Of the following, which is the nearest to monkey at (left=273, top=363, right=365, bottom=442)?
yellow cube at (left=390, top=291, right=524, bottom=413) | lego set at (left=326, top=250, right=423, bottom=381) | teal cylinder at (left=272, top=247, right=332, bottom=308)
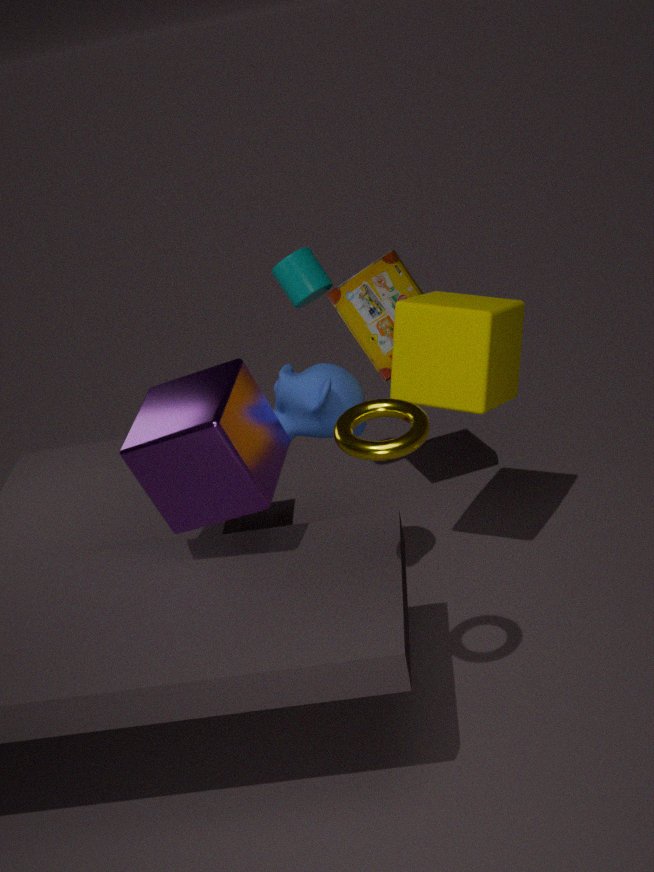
yellow cube at (left=390, top=291, right=524, bottom=413)
